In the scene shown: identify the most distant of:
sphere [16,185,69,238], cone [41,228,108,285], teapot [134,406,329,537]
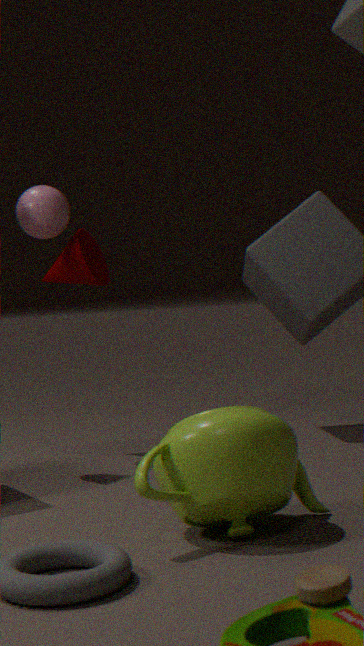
cone [41,228,108,285]
